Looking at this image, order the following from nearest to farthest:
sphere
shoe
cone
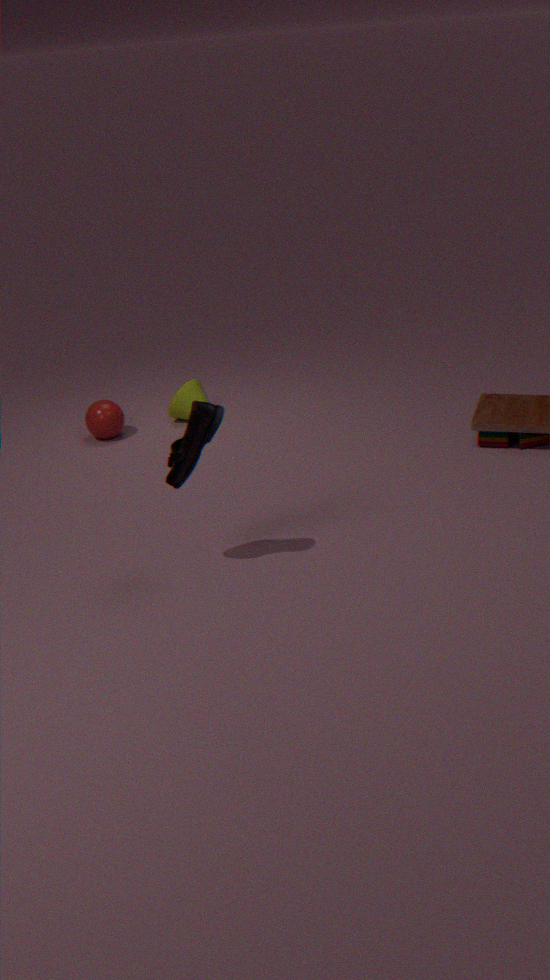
1. shoe
2. sphere
3. cone
